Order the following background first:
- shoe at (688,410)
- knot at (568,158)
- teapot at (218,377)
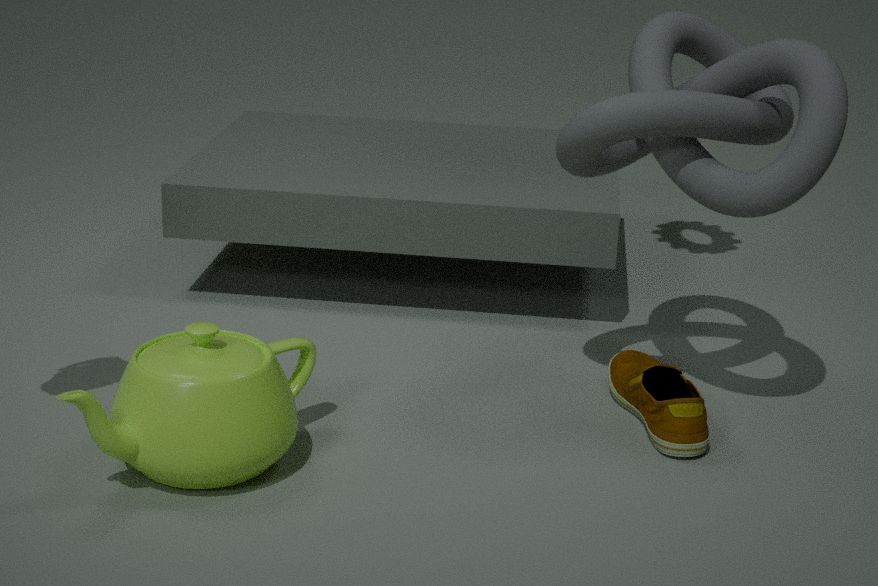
shoe at (688,410) < knot at (568,158) < teapot at (218,377)
